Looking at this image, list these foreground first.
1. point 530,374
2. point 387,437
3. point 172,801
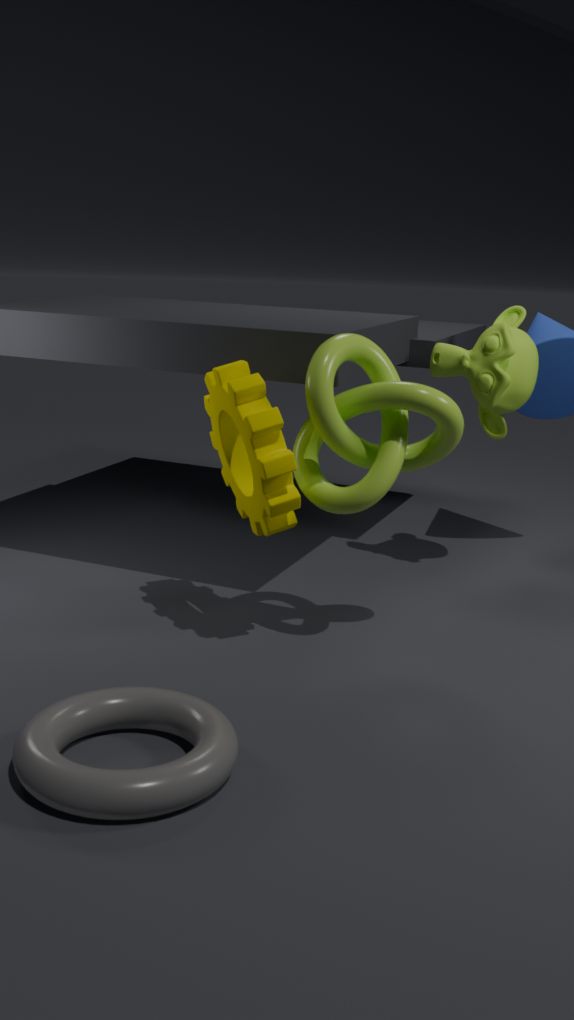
point 172,801, point 387,437, point 530,374
